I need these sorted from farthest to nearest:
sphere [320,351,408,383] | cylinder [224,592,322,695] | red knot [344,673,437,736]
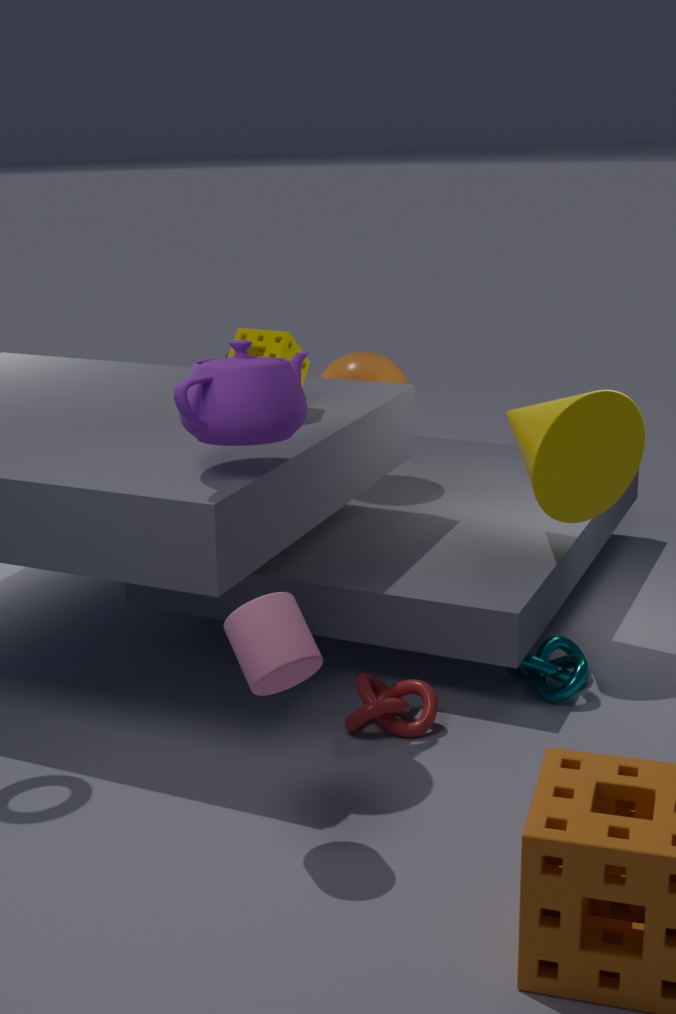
sphere [320,351,408,383]
red knot [344,673,437,736]
cylinder [224,592,322,695]
